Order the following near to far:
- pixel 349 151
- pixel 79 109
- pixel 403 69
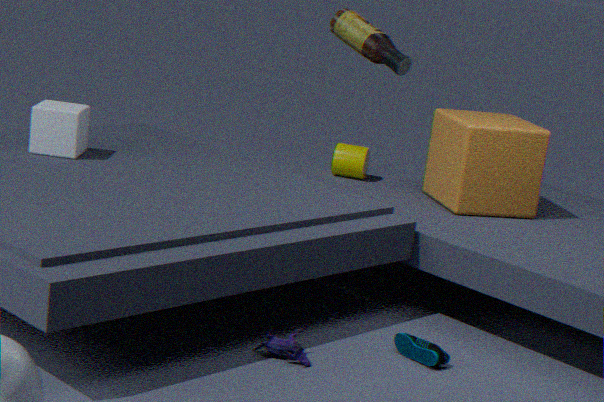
pixel 79 109
pixel 403 69
pixel 349 151
